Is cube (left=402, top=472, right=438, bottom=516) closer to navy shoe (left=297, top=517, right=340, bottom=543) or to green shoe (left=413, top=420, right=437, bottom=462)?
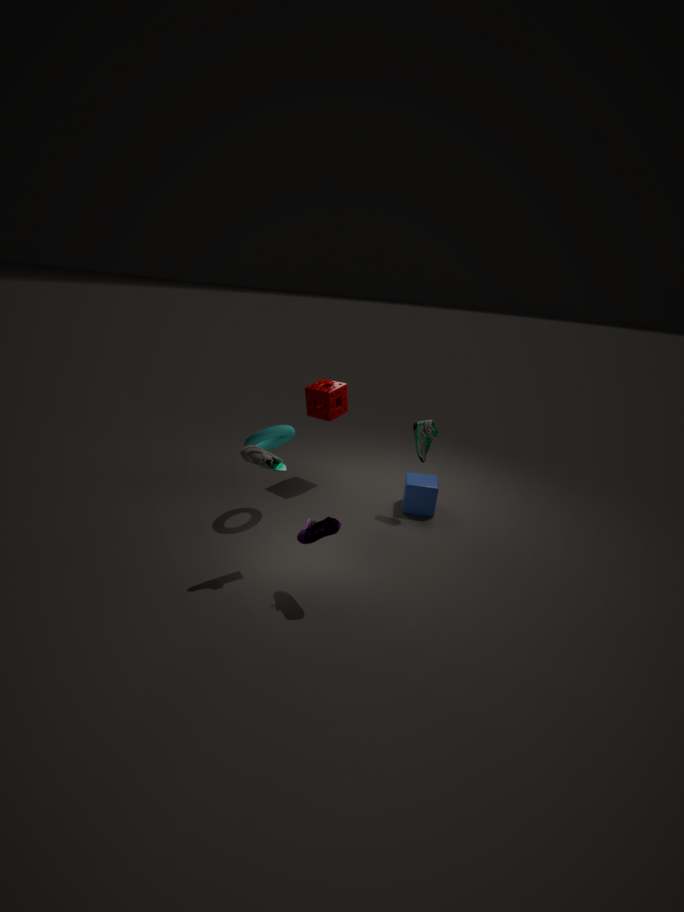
green shoe (left=413, top=420, right=437, bottom=462)
